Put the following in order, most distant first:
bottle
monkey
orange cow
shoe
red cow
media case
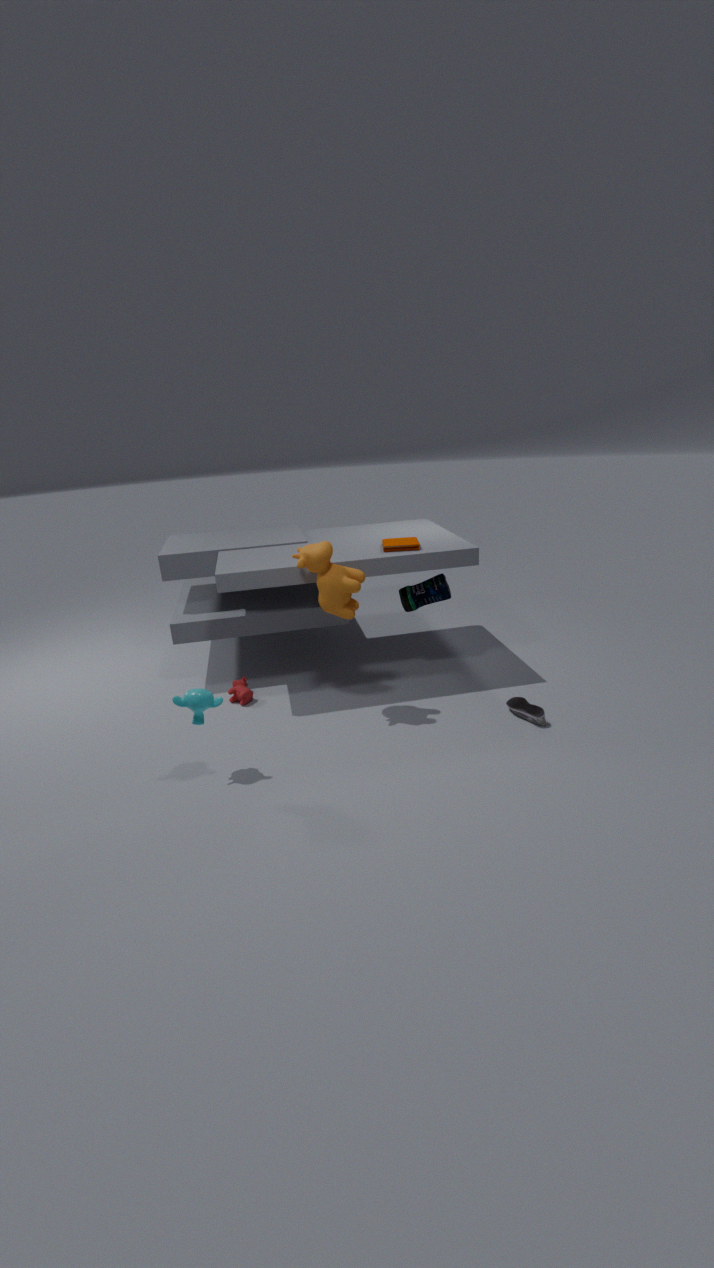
red cow → bottle → media case → shoe → orange cow → monkey
